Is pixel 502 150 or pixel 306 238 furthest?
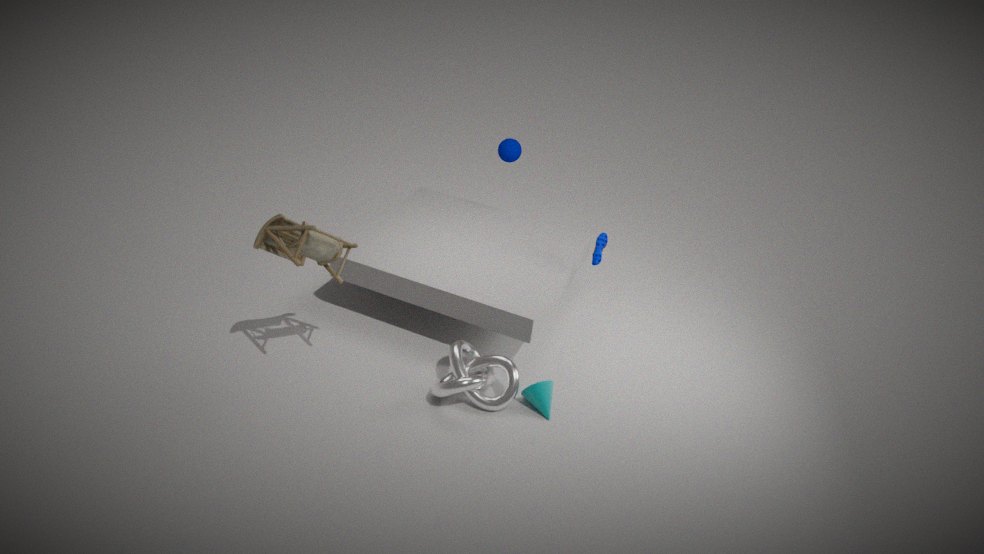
pixel 502 150
